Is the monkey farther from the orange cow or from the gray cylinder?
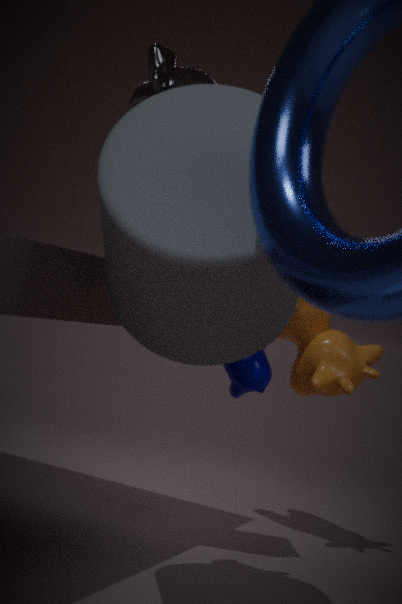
the orange cow
